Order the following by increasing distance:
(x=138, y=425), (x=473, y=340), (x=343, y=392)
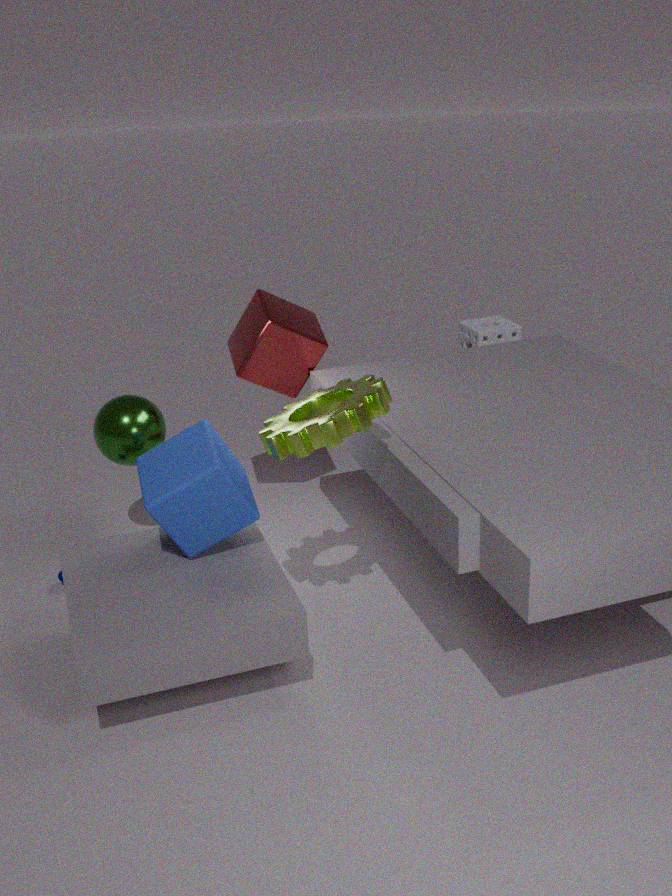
(x=343, y=392)
(x=138, y=425)
(x=473, y=340)
